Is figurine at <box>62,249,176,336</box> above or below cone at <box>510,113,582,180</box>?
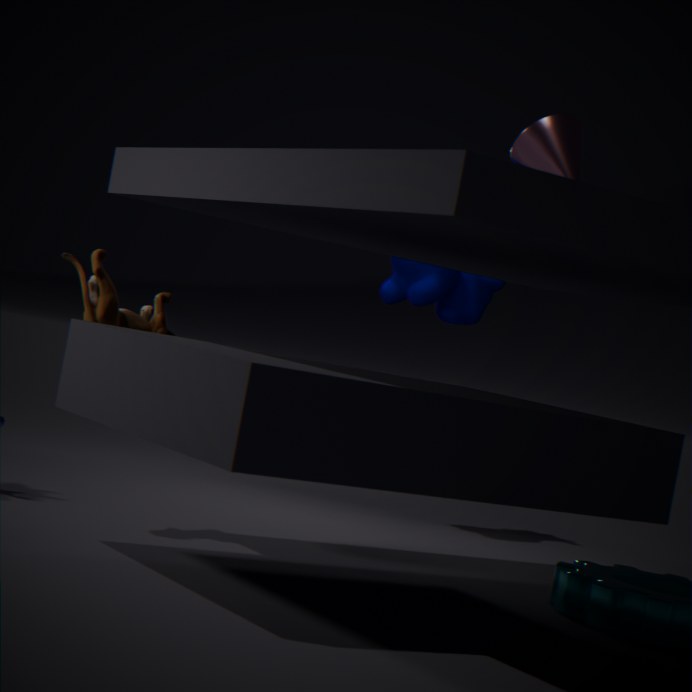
below
